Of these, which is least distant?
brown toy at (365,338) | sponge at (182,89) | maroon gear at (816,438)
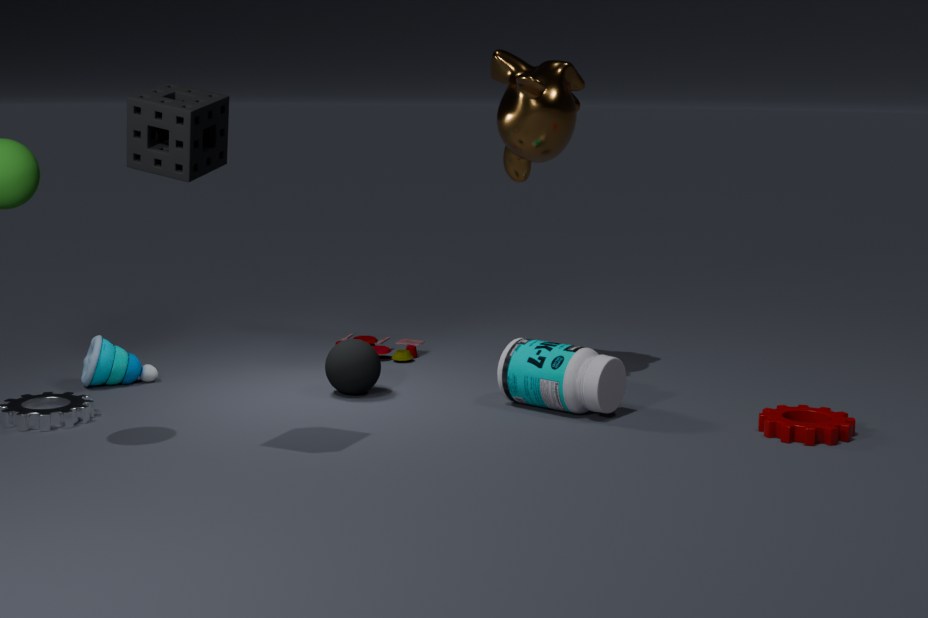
sponge at (182,89)
